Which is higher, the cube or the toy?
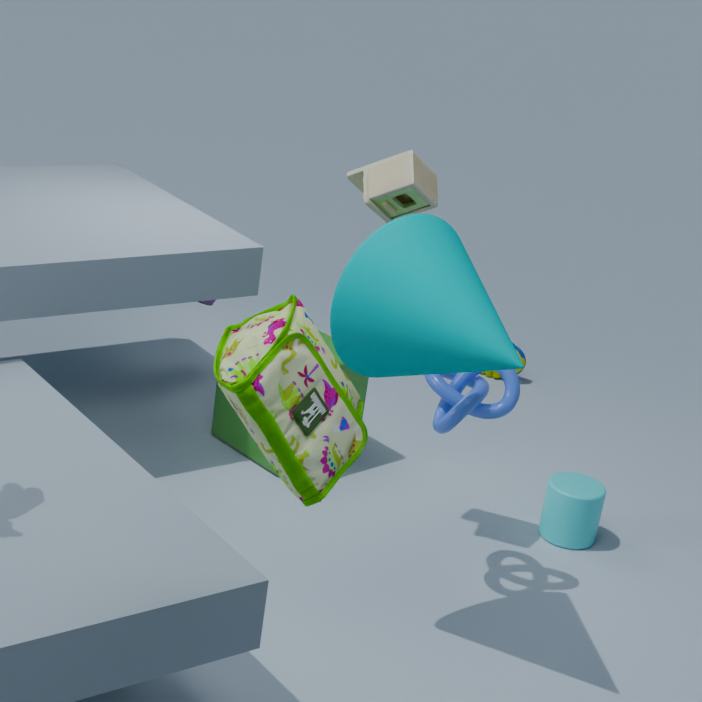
the toy
